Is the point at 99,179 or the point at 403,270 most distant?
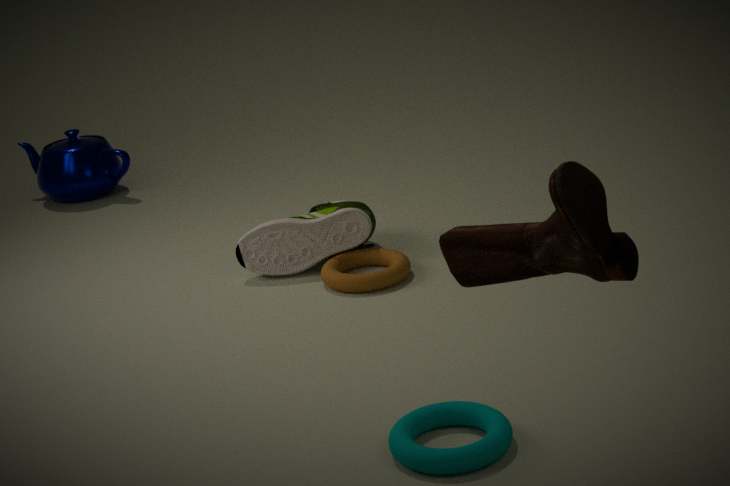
the point at 99,179
